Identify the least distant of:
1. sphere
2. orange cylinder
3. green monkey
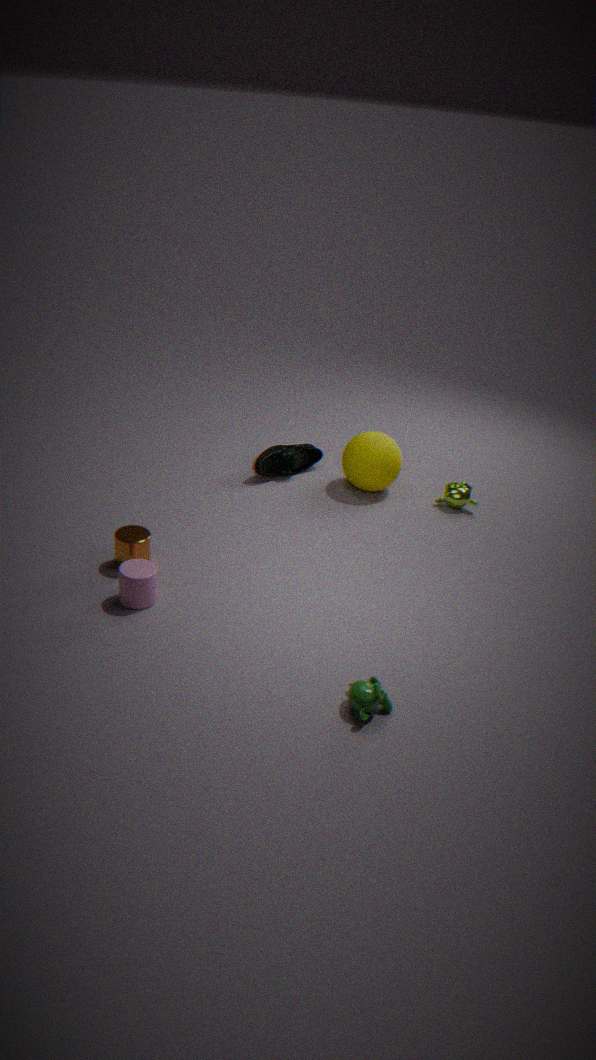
green monkey
